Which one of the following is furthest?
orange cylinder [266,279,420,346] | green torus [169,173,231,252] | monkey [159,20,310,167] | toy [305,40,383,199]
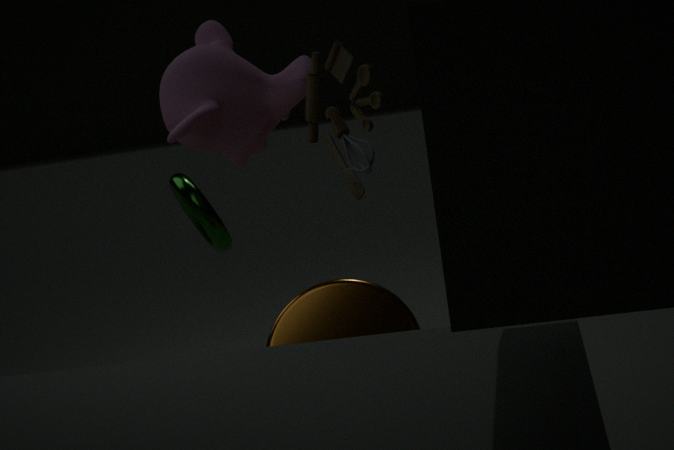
green torus [169,173,231,252]
